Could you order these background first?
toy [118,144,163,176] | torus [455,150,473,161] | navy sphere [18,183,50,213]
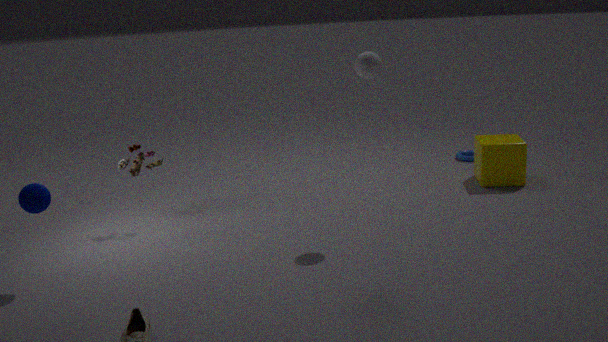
1. torus [455,150,473,161]
2. toy [118,144,163,176]
3. navy sphere [18,183,50,213]
